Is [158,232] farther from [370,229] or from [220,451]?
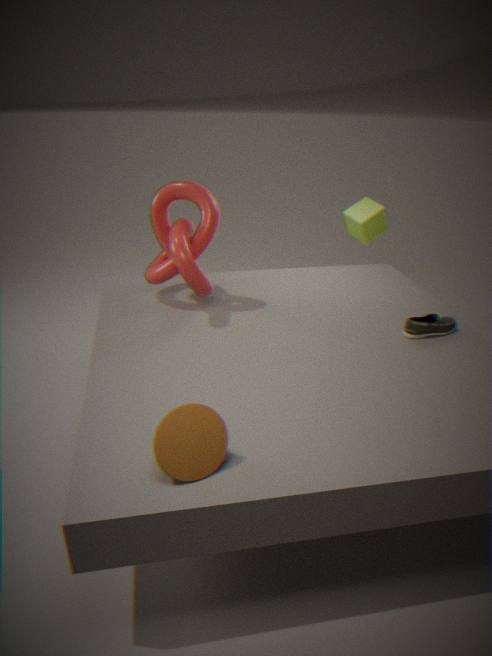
[370,229]
